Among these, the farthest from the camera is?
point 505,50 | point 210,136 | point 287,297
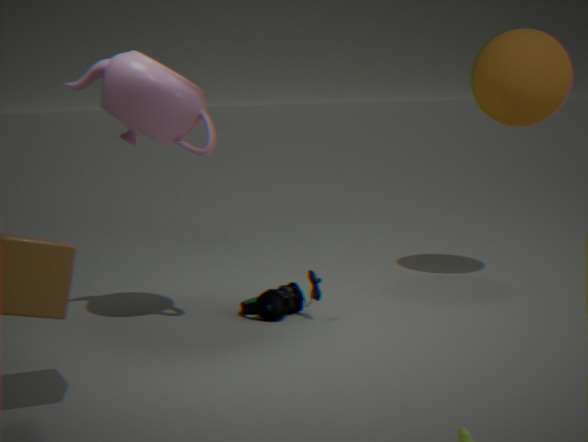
point 505,50
